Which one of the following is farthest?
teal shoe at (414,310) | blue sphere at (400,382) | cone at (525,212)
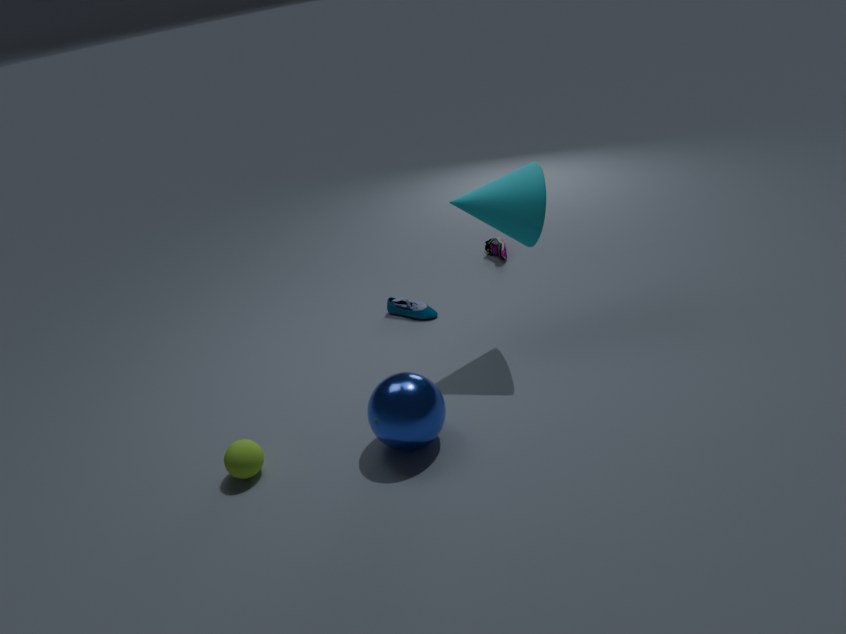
teal shoe at (414,310)
